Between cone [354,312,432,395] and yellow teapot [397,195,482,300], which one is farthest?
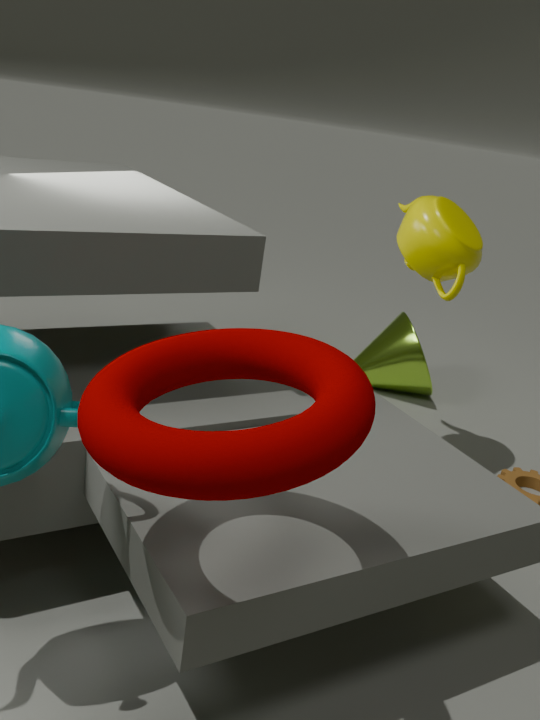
cone [354,312,432,395]
